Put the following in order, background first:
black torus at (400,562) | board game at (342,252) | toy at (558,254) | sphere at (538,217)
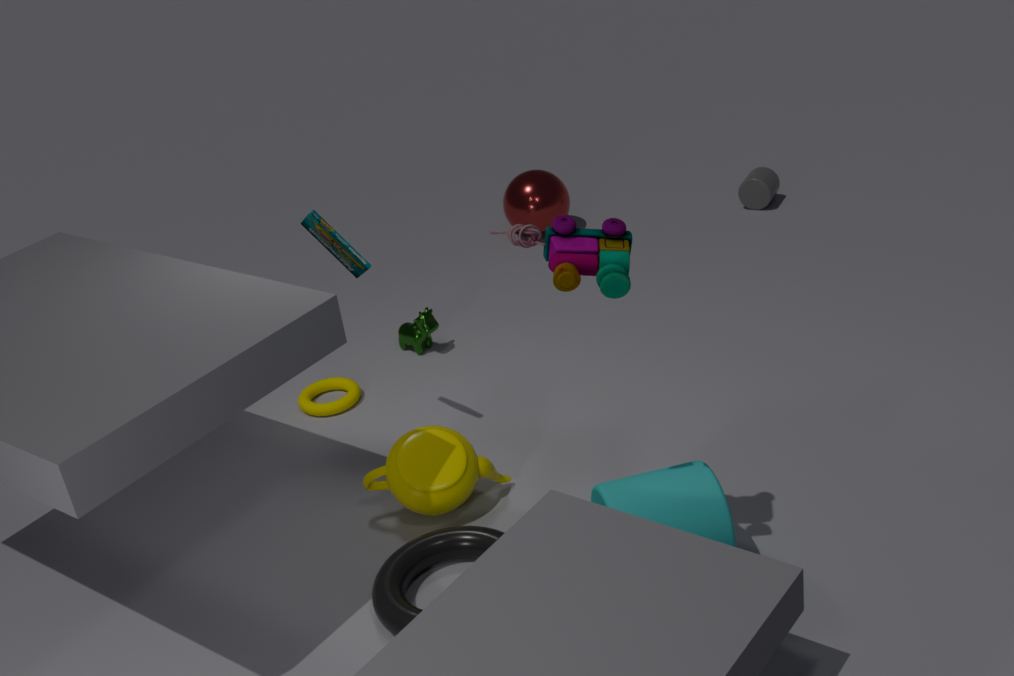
sphere at (538,217), board game at (342,252), black torus at (400,562), toy at (558,254)
